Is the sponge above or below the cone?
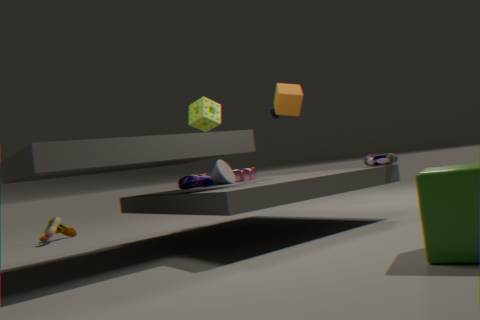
above
